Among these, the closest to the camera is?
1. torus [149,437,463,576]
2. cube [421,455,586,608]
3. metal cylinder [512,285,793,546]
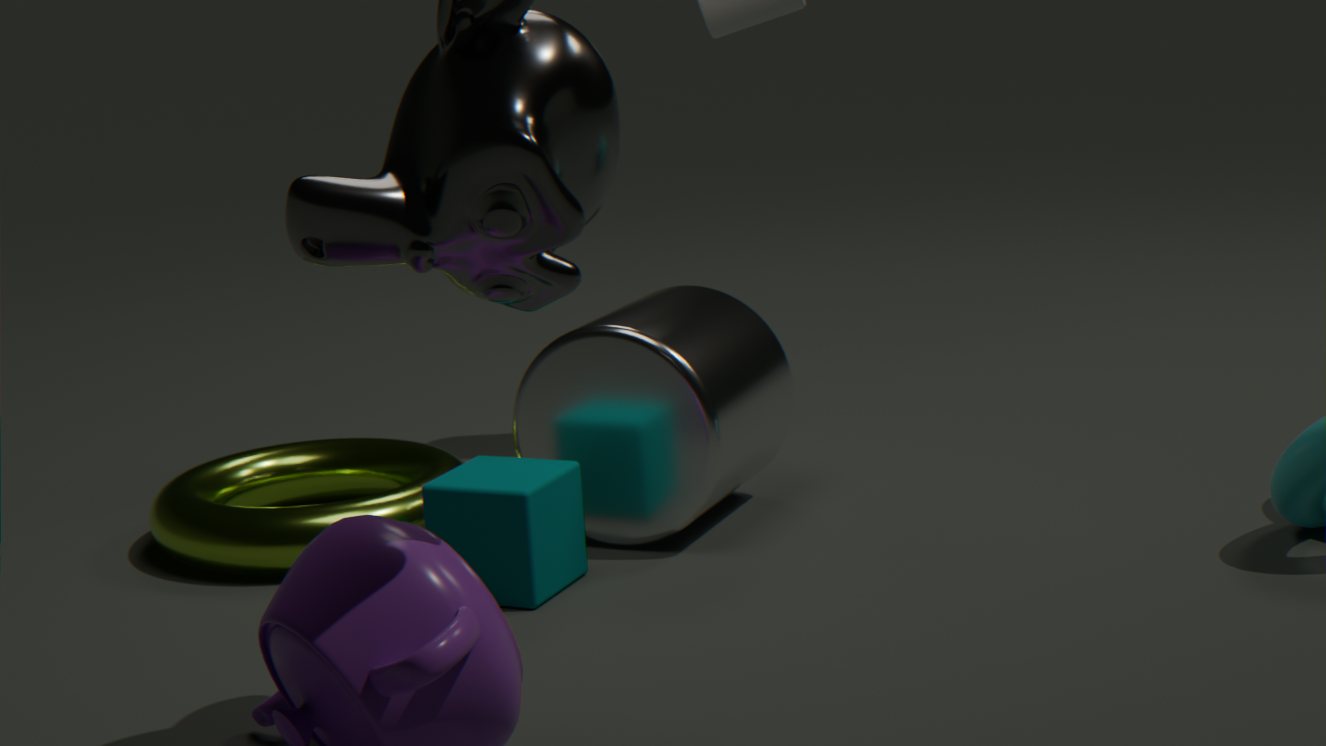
cube [421,455,586,608]
